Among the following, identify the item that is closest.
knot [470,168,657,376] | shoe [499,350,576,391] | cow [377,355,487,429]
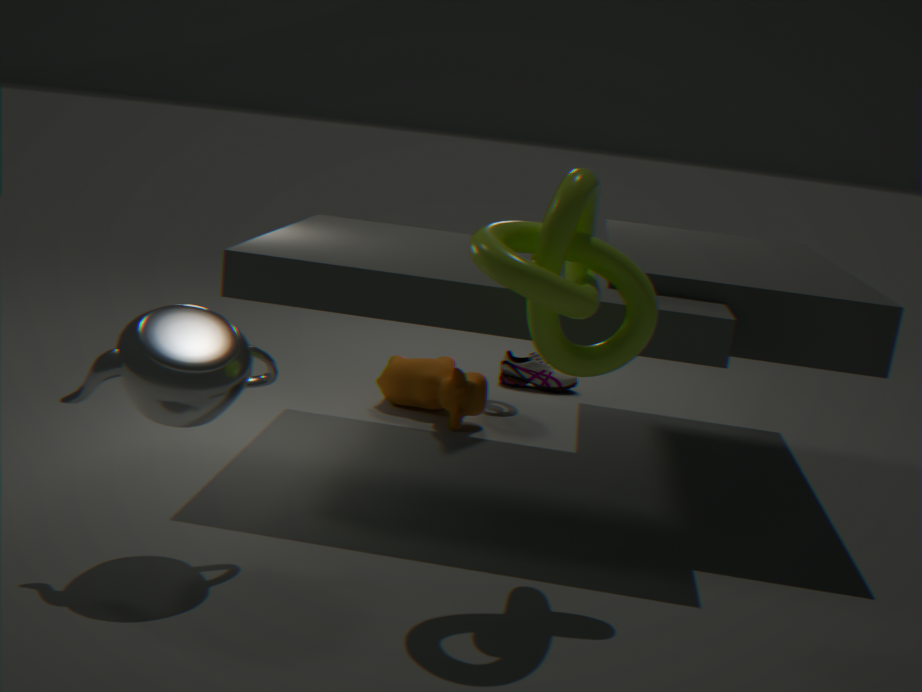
knot [470,168,657,376]
